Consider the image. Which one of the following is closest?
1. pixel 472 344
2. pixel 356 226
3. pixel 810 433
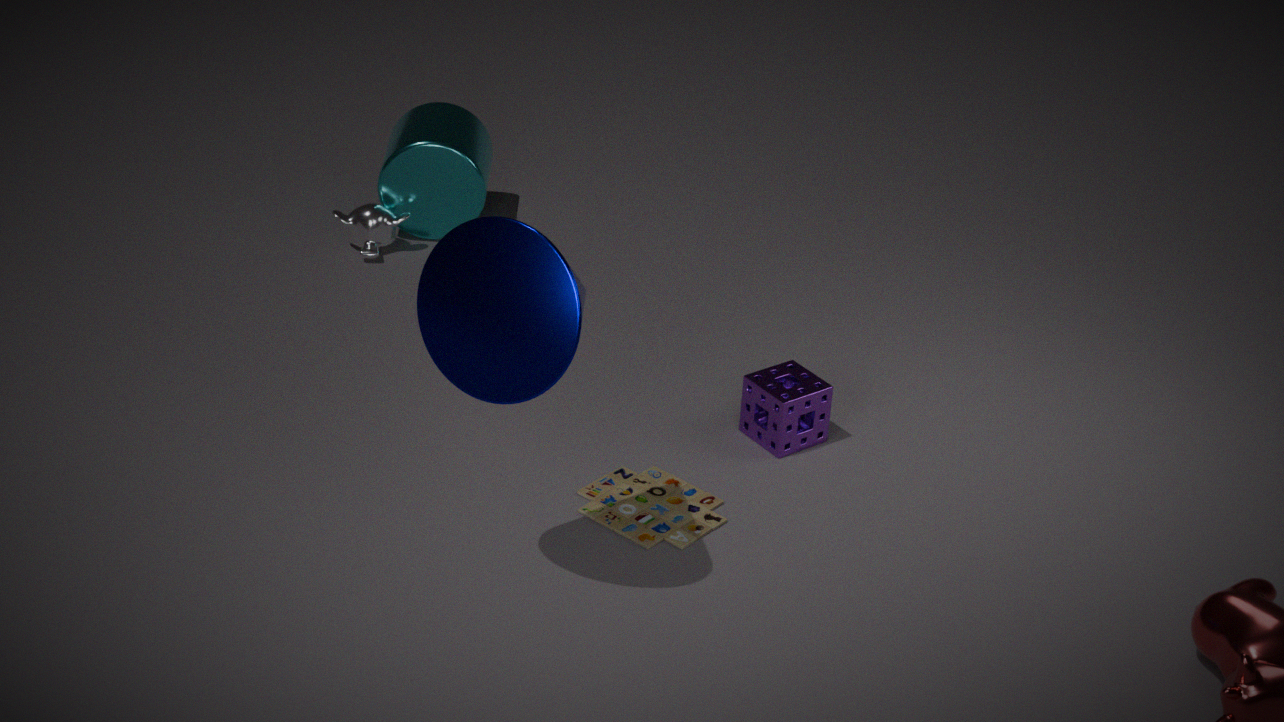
pixel 472 344
